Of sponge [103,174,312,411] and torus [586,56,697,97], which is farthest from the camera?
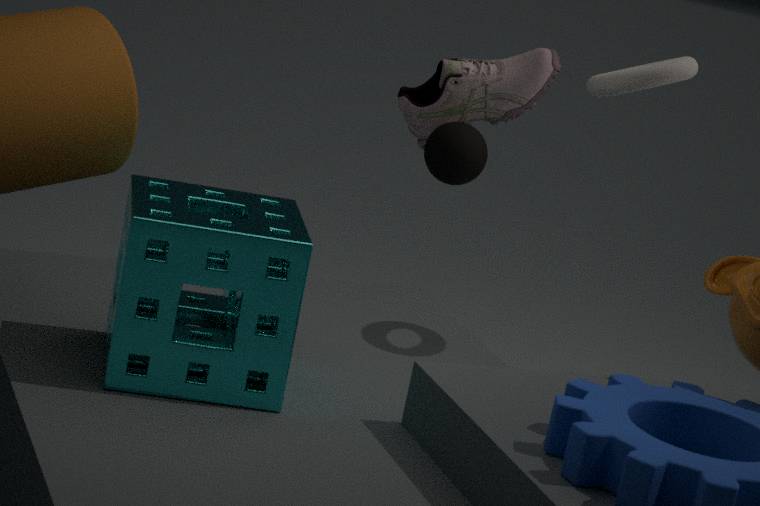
torus [586,56,697,97]
